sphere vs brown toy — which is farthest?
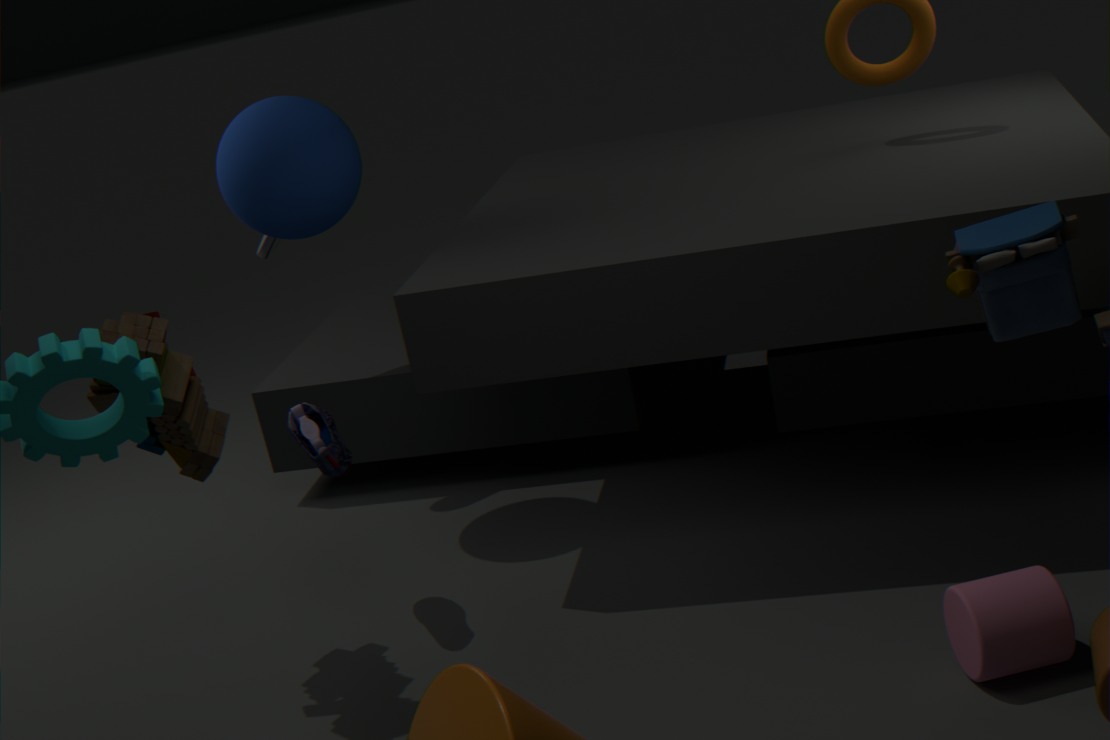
sphere
